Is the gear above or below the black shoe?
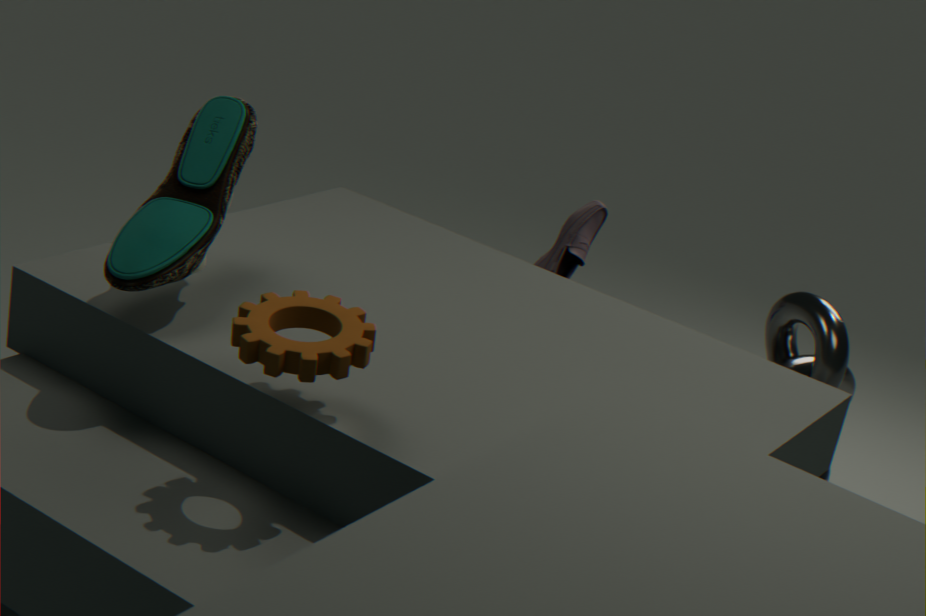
above
